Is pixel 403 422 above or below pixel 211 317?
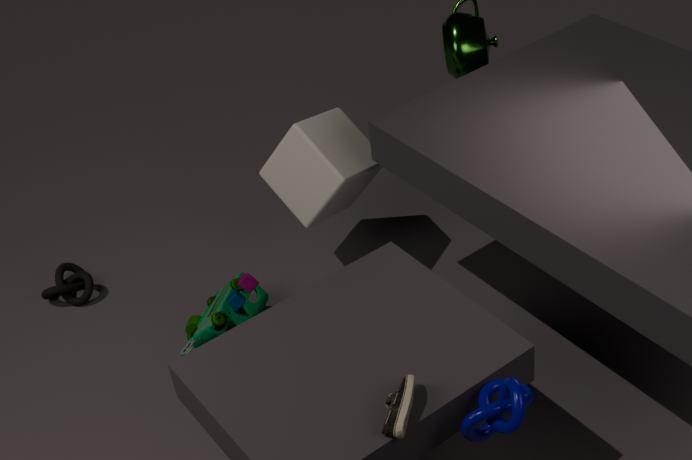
above
